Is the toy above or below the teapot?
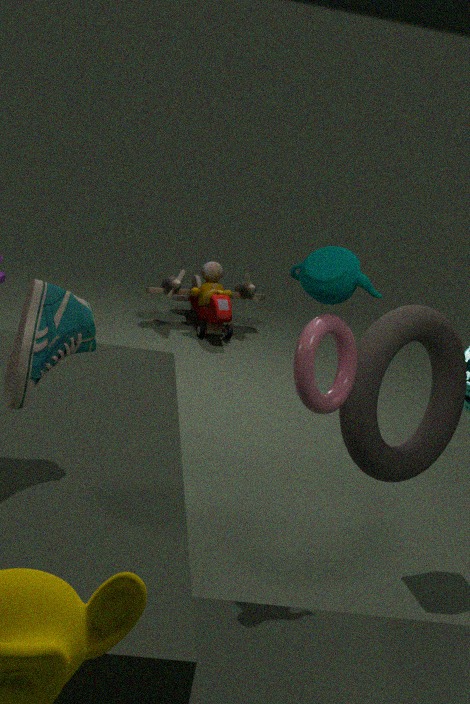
below
